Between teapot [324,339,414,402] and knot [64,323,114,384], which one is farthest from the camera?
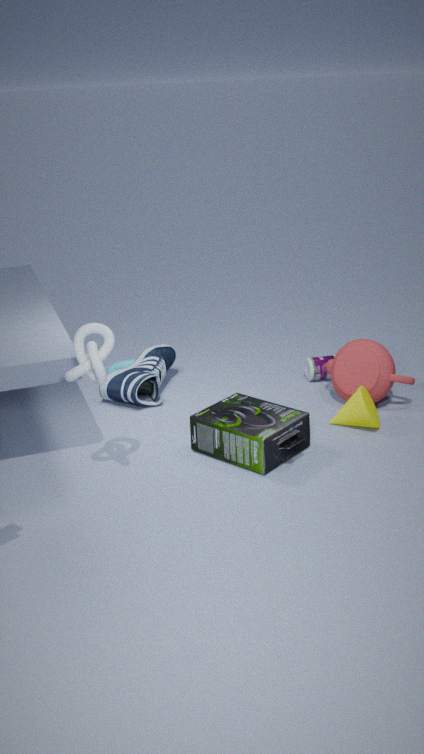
teapot [324,339,414,402]
